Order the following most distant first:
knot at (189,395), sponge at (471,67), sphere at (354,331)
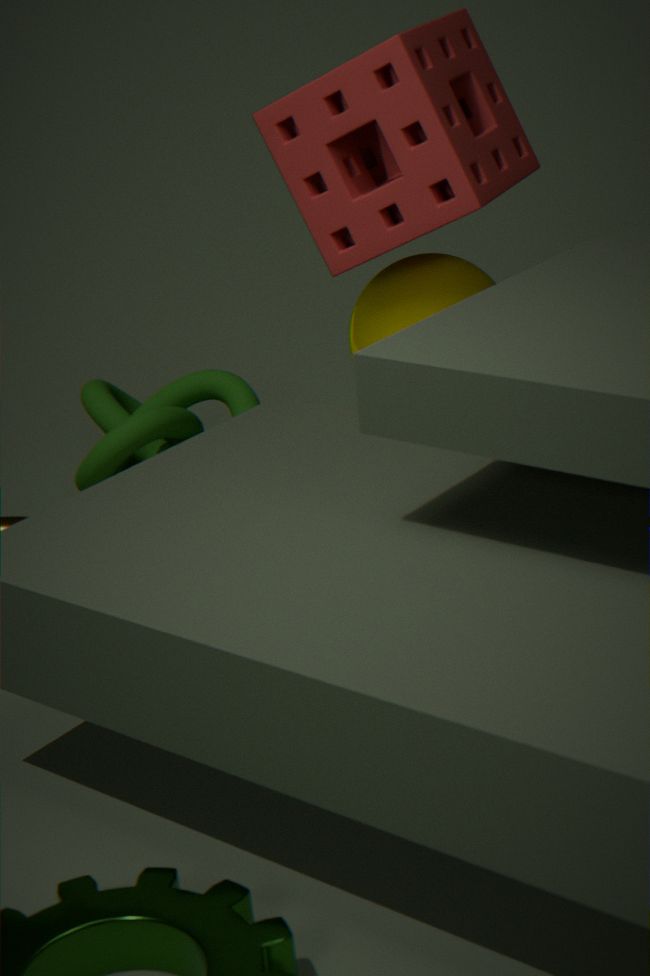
knot at (189,395)
sphere at (354,331)
sponge at (471,67)
